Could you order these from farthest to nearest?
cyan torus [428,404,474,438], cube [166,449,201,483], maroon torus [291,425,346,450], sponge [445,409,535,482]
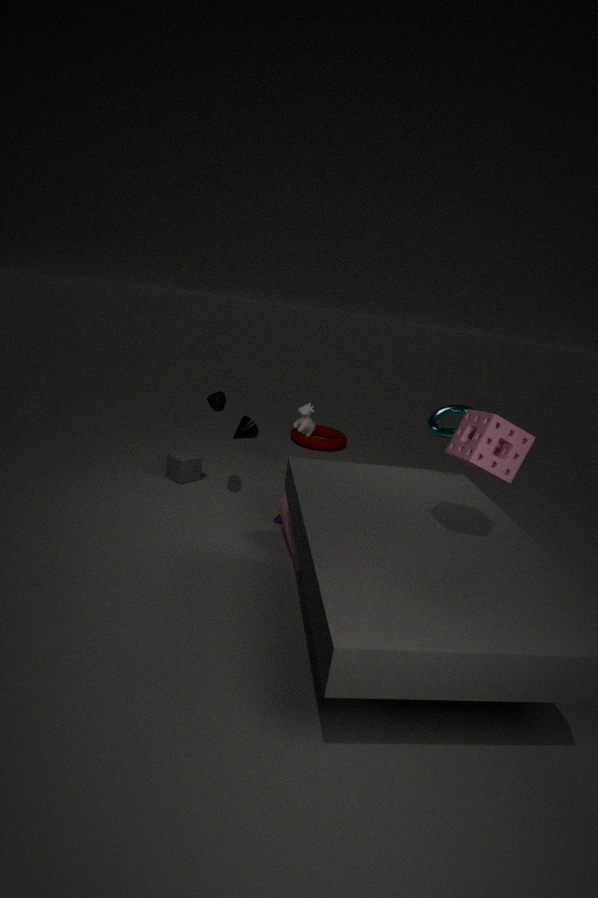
maroon torus [291,425,346,450] < cube [166,449,201,483] < cyan torus [428,404,474,438] < sponge [445,409,535,482]
